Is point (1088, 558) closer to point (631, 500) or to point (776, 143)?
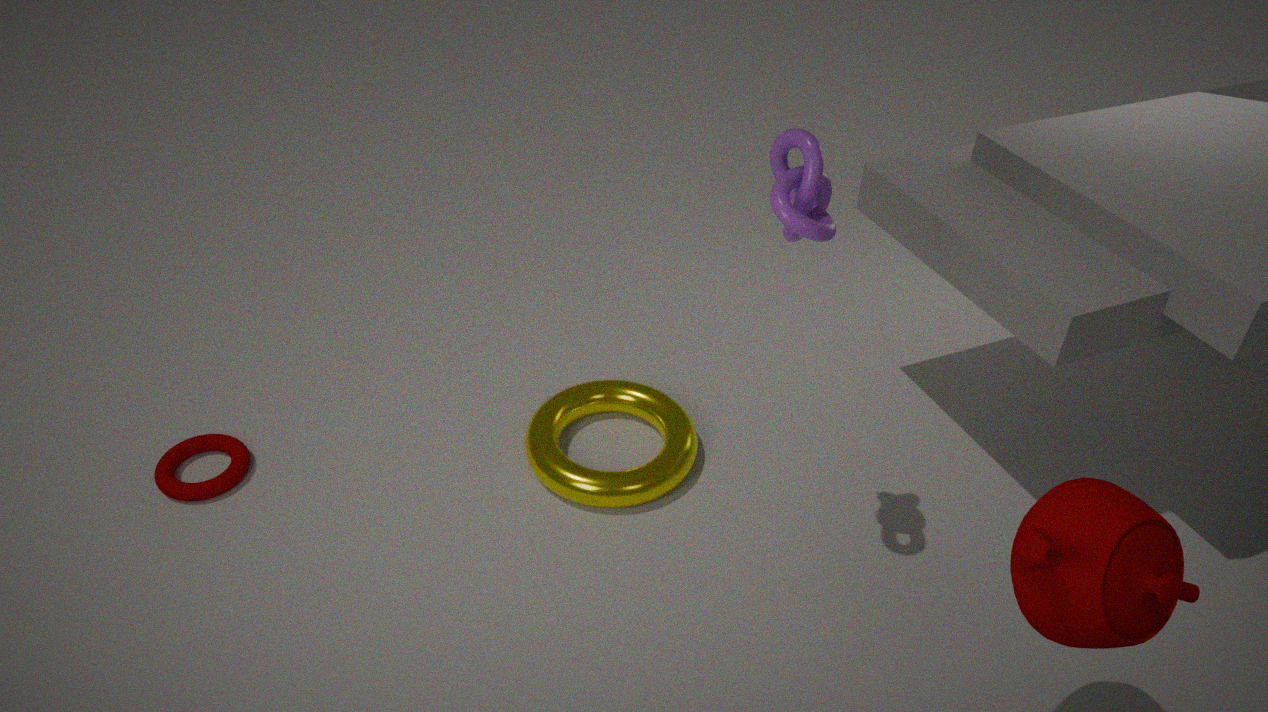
point (776, 143)
